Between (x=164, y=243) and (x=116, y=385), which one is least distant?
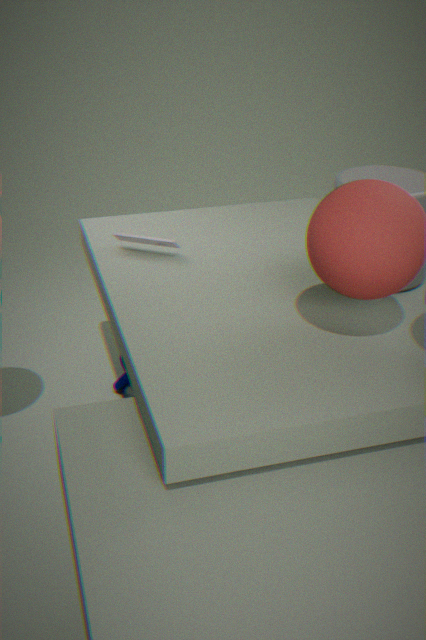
(x=164, y=243)
